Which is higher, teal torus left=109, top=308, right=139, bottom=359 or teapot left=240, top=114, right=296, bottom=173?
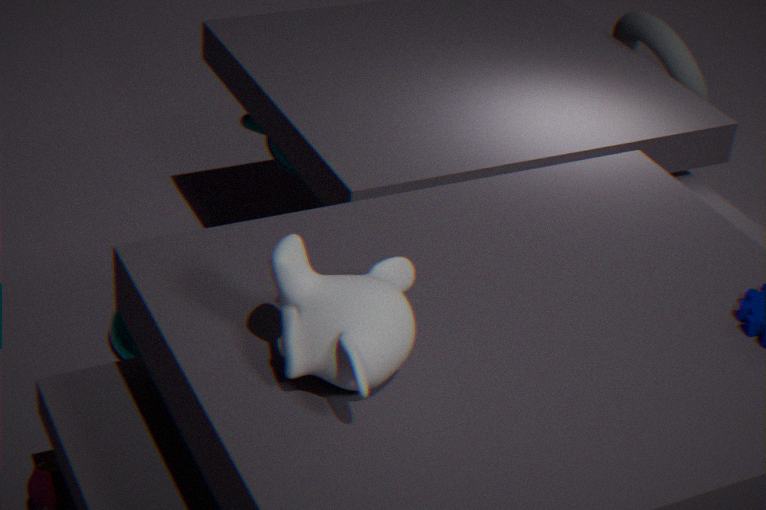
teapot left=240, top=114, right=296, bottom=173
